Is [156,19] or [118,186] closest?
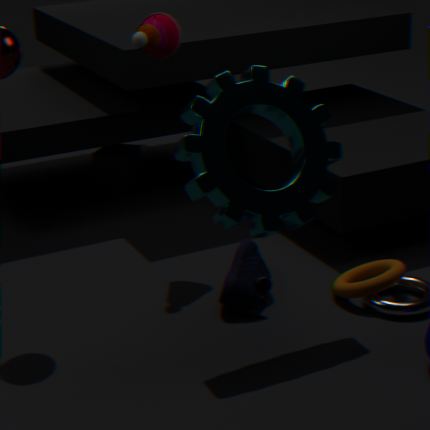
[156,19]
